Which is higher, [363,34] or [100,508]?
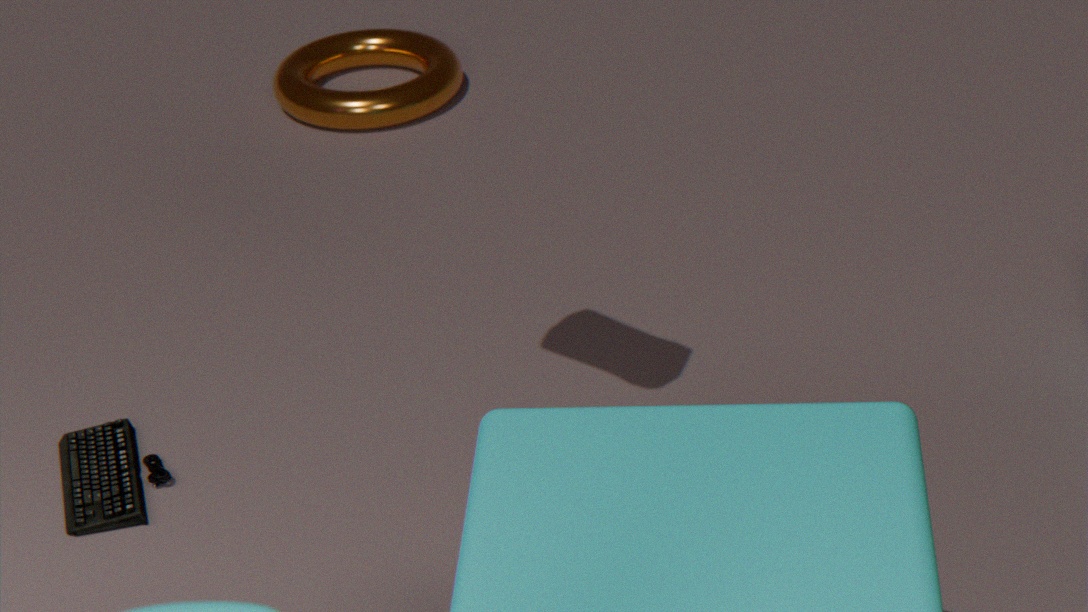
[363,34]
